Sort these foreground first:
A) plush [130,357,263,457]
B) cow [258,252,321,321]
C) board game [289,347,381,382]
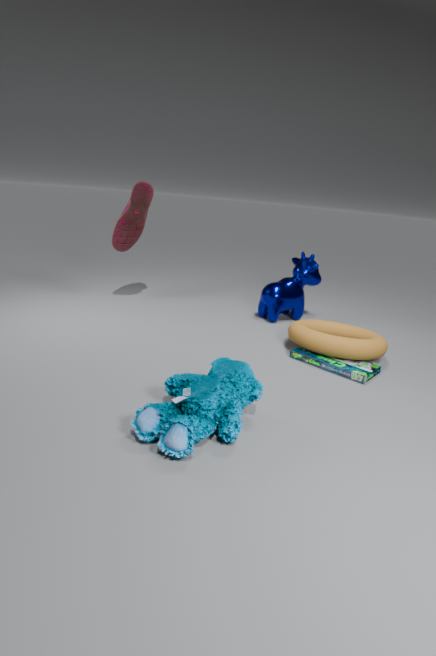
plush [130,357,263,457] < board game [289,347,381,382] < cow [258,252,321,321]
